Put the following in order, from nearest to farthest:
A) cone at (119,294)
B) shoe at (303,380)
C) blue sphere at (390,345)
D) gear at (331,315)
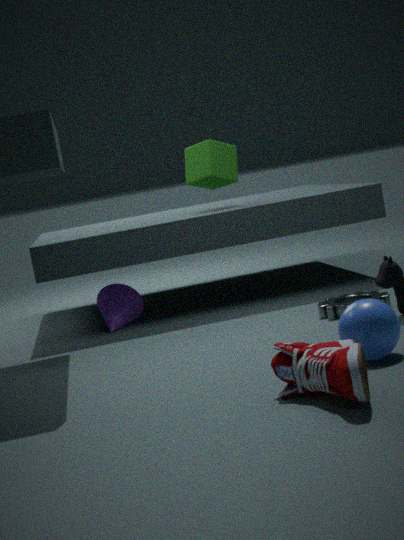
shoe at (303,380) → blue sphere at (390,345) → gear at (331,315) → cone at (119,294)
